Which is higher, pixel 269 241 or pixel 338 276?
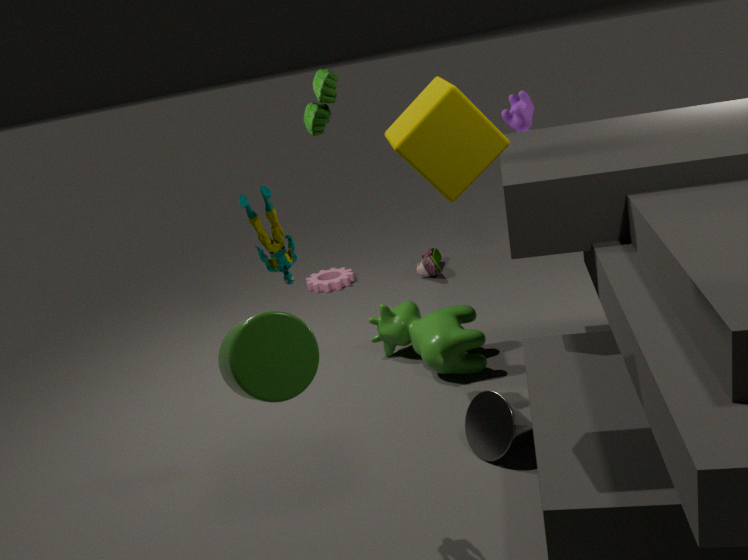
pixel 269 241
